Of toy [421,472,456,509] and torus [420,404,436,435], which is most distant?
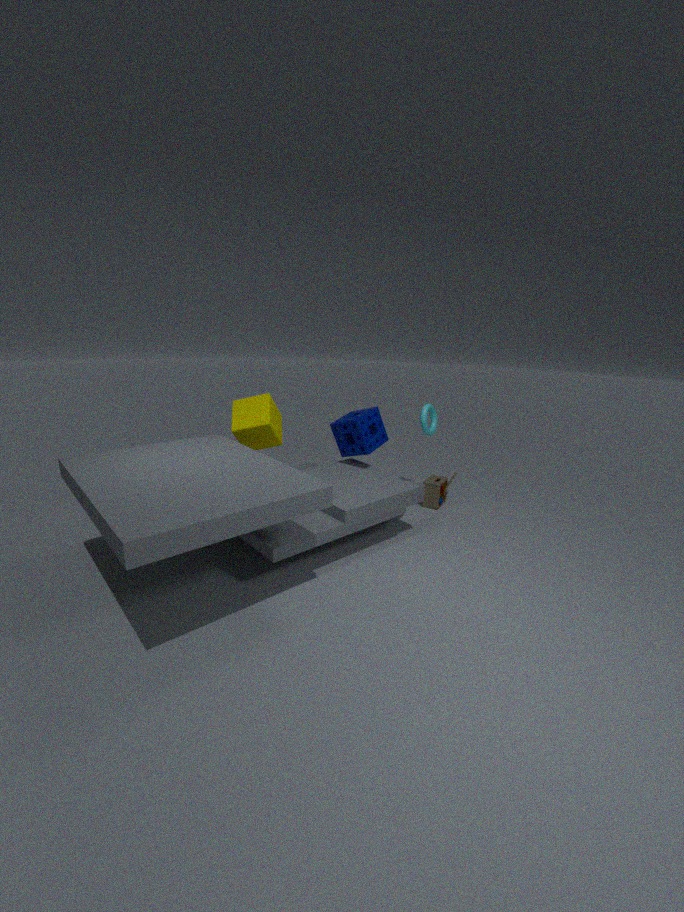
toy [421,472,456,509]
